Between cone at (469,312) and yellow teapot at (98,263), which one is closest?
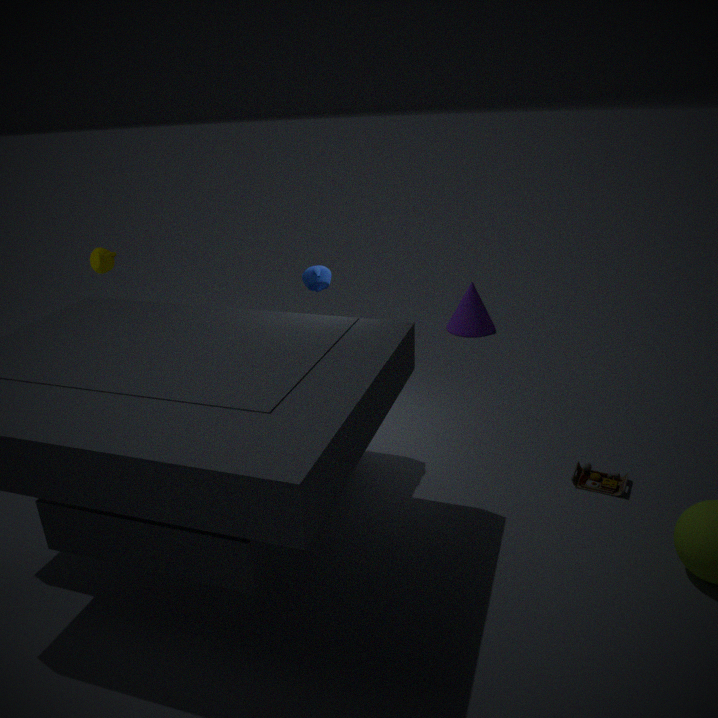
yellow teapot at (98,263)
